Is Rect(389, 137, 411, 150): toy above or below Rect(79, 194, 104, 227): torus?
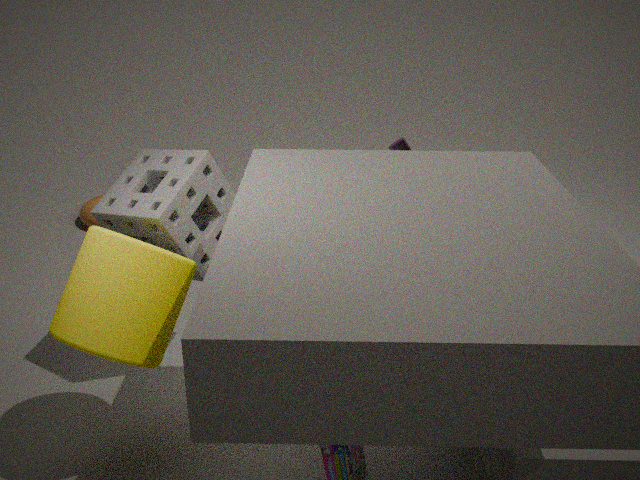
above
